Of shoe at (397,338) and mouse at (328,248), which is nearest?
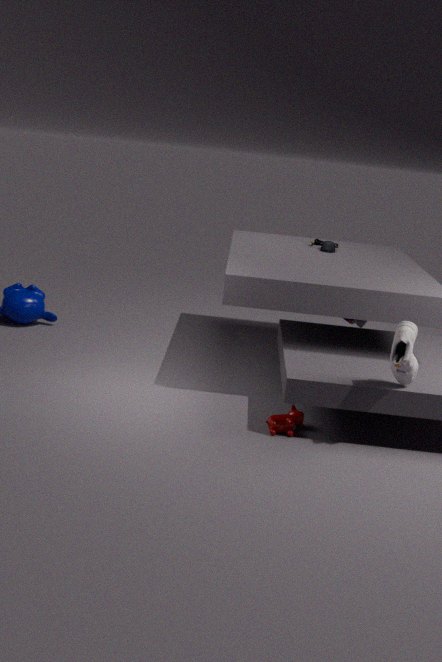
shoe at (397,338)
